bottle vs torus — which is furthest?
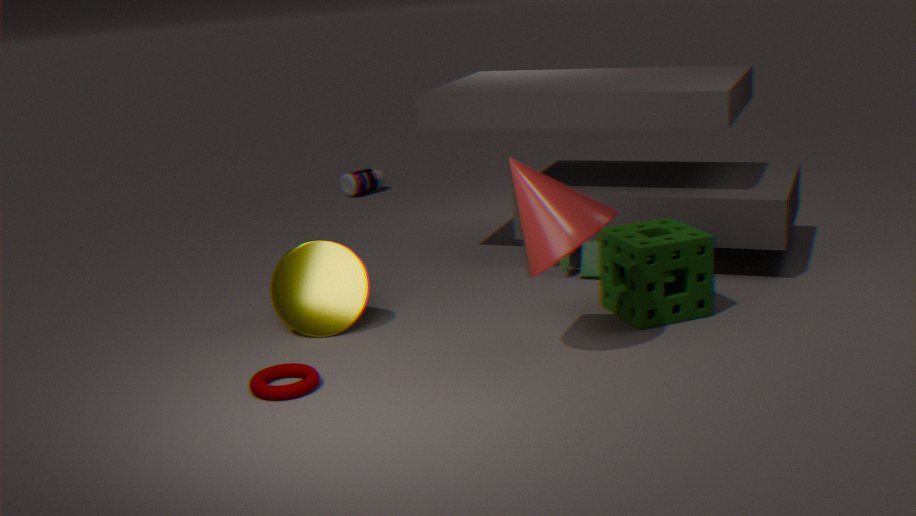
bottle
